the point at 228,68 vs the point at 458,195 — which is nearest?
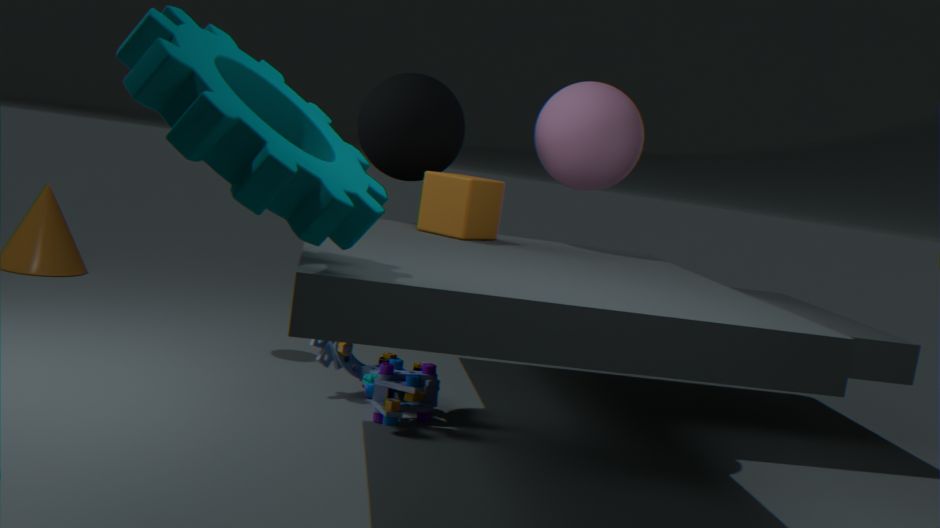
the point at 228,68
